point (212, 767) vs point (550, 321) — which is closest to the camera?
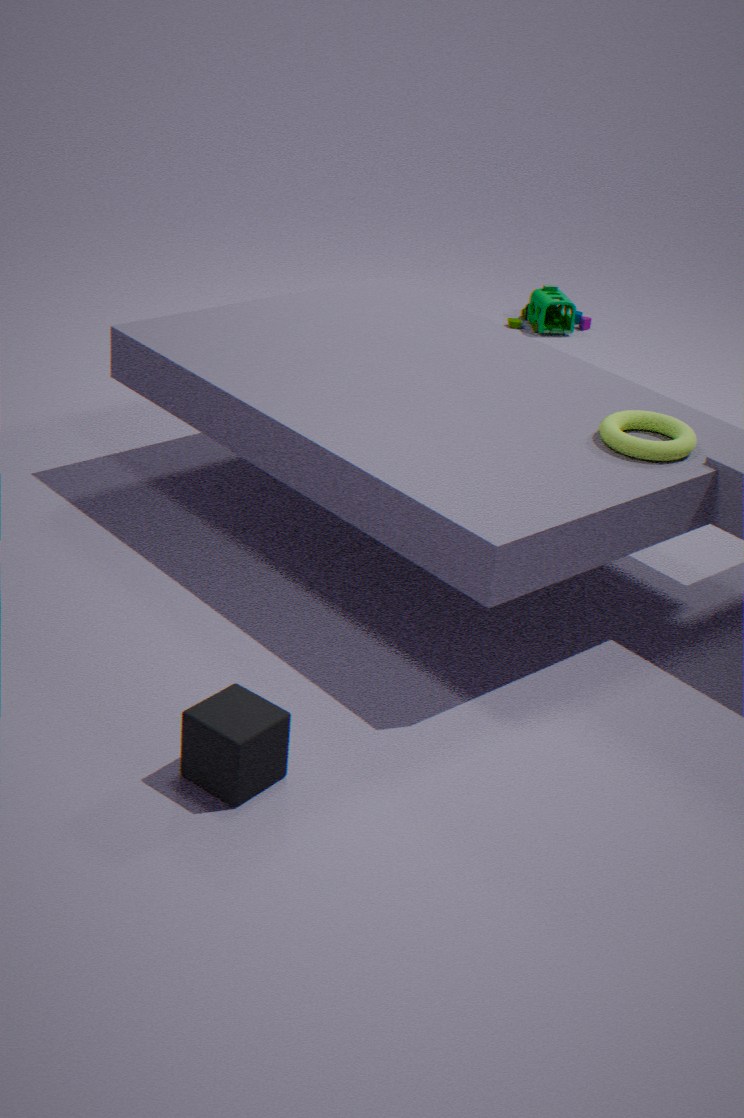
point (212, 767)
